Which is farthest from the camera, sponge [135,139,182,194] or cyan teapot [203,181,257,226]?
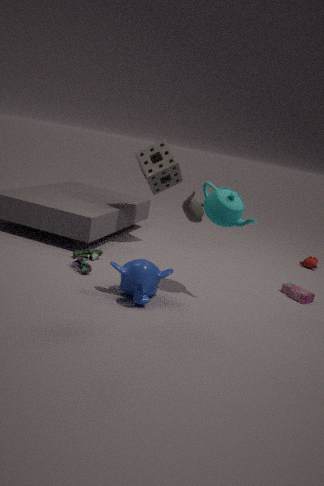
sponge [135,139,182,194]
